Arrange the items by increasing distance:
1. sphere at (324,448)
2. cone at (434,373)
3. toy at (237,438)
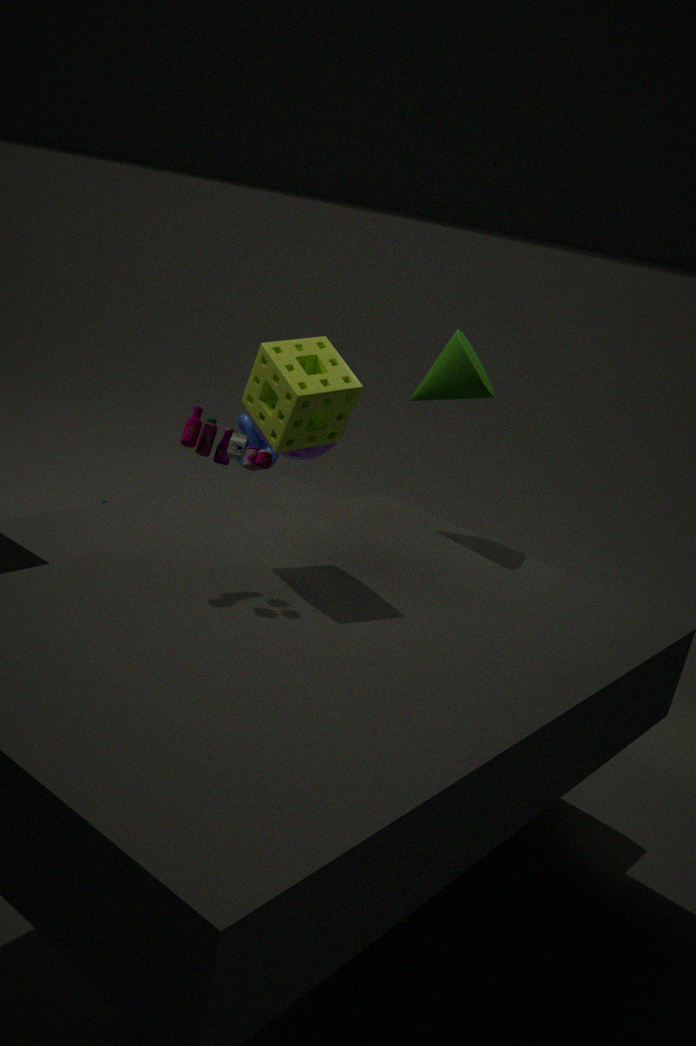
toy at (237,438), cone at (434,373), sphere at (324,448)
